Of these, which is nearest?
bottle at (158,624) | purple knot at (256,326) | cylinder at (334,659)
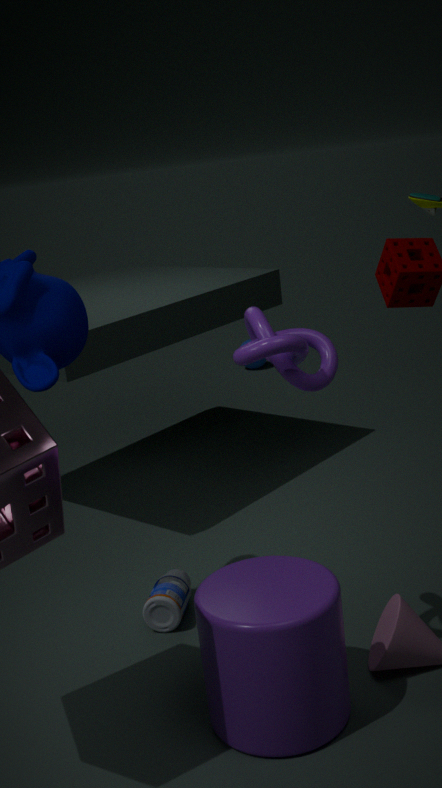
purple knot at (256,326)
